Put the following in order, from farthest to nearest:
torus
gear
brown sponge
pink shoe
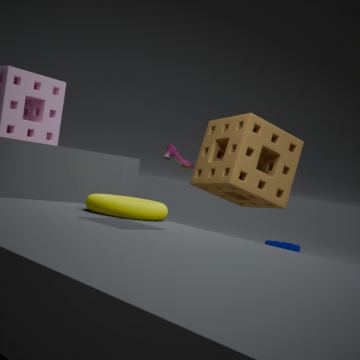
gear, pink shoe, brown sponge, torus
